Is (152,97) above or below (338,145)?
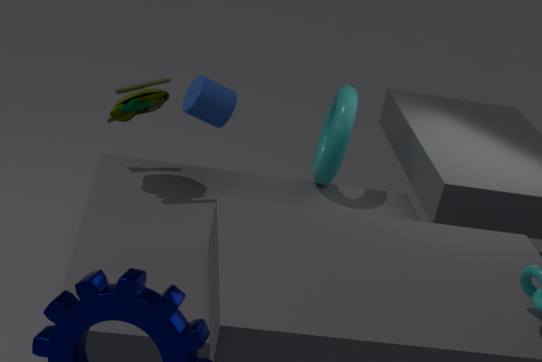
above
